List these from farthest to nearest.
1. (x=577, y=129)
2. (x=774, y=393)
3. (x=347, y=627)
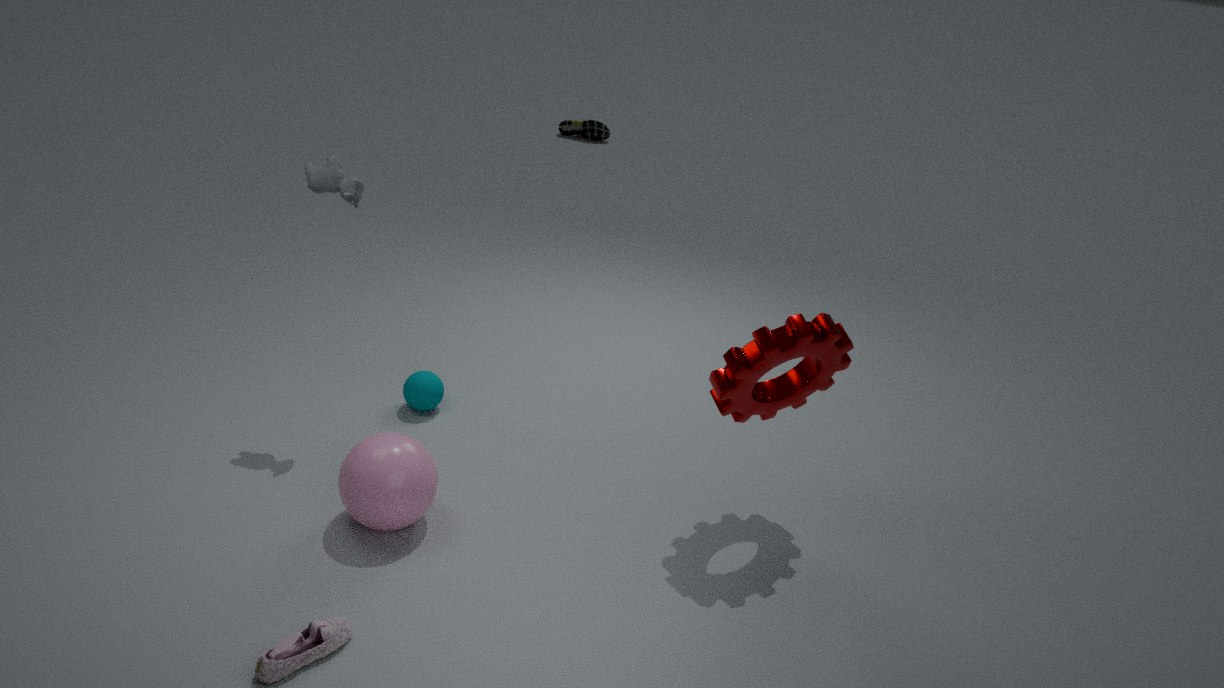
1. (x=577, y=129)
2. (x=774, y=393)
3. (x=347, y=627)
